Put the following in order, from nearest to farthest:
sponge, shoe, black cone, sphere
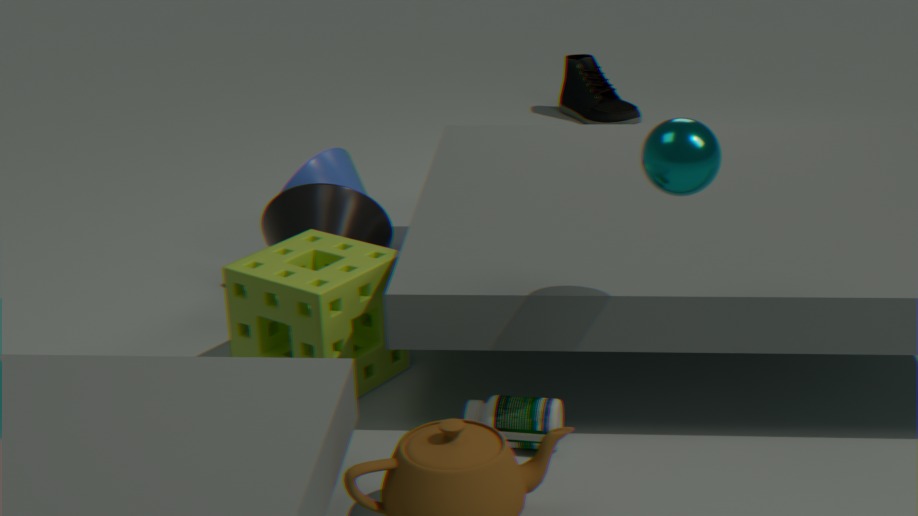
1. sphere
2. sponge
3. black cone
4. shoe
